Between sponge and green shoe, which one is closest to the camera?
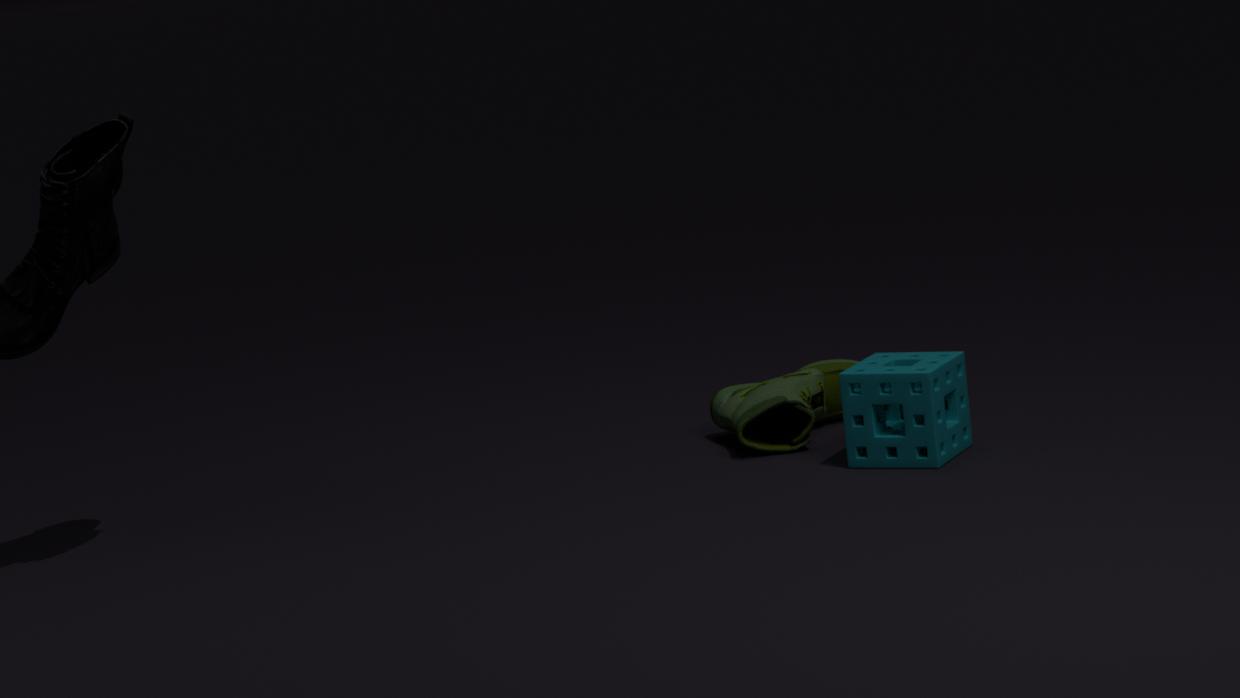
sponge
